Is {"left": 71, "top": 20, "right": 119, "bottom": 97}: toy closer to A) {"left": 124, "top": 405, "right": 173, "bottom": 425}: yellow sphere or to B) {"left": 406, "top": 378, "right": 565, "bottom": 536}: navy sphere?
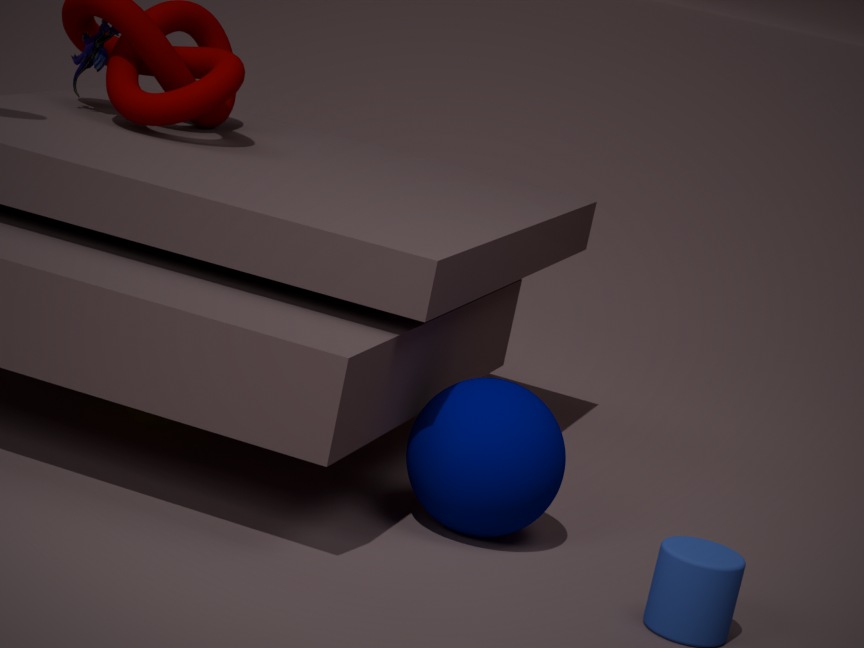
A) {"left": 124, "top": 405, "right": 173, "bottom": 425}: yellow sphere
